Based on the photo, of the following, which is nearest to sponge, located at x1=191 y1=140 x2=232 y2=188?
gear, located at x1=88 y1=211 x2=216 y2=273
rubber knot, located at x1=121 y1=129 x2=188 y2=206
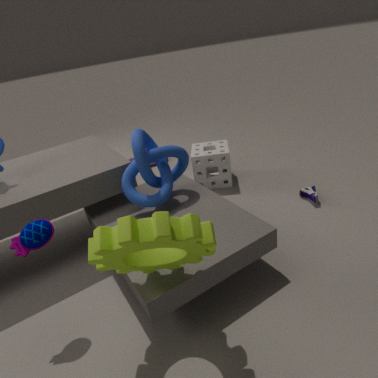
rubber knot, located at x1=121 y1=129 x2=188 y2=206
